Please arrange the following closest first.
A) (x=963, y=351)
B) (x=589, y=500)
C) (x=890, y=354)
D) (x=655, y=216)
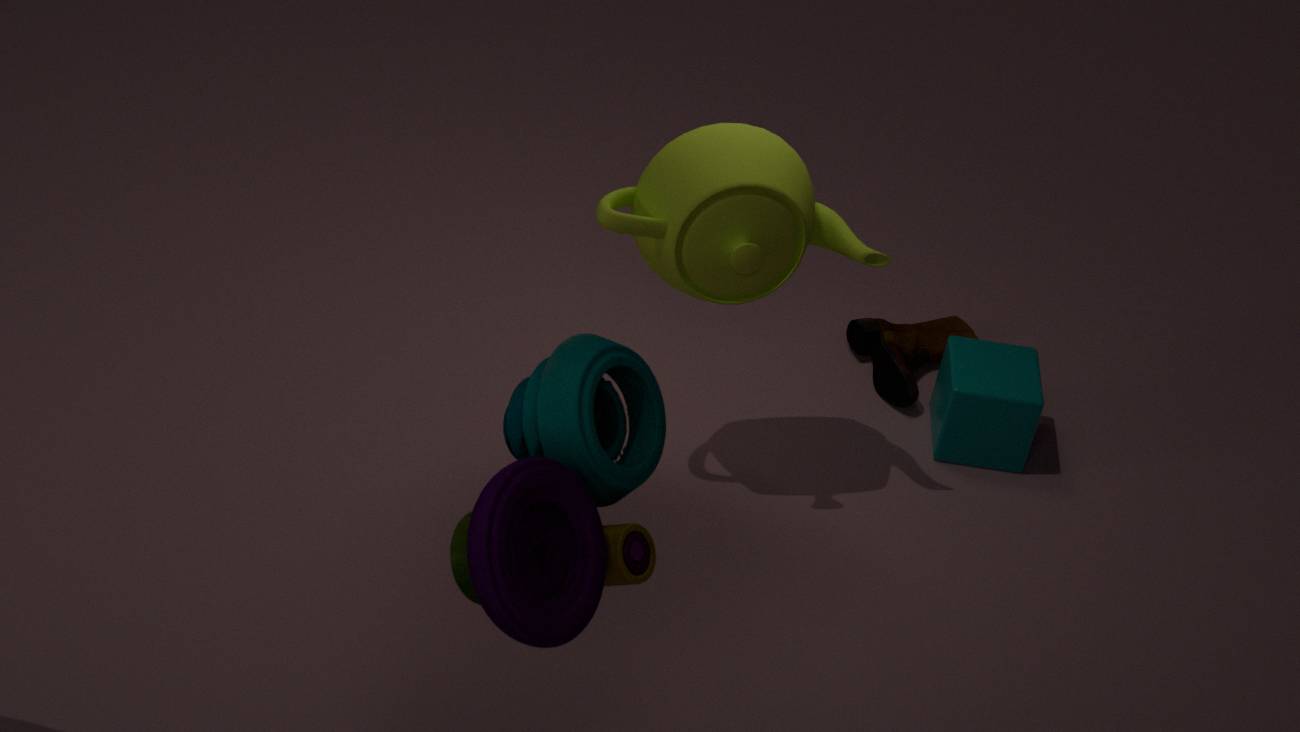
(x=589, y=500)
(x=655, y=216)
(x=963, y=351)
(x=890, y=354)
